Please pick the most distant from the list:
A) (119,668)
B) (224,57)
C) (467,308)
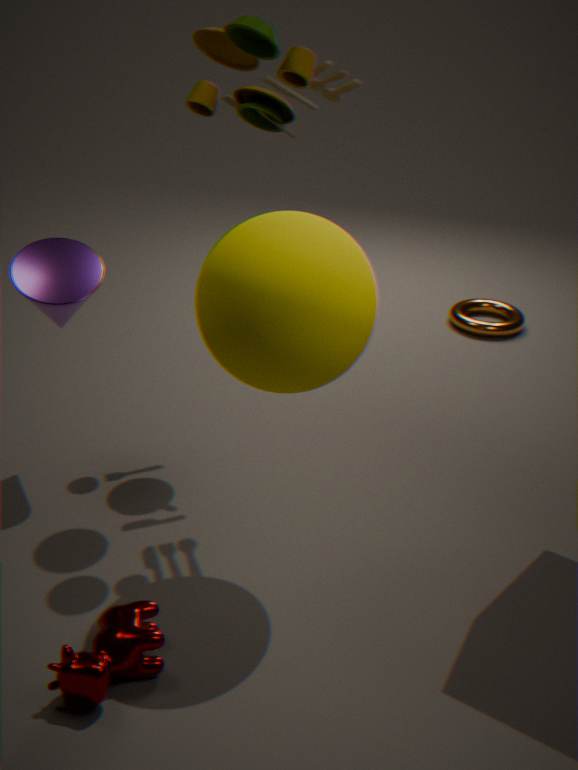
(467,308)
